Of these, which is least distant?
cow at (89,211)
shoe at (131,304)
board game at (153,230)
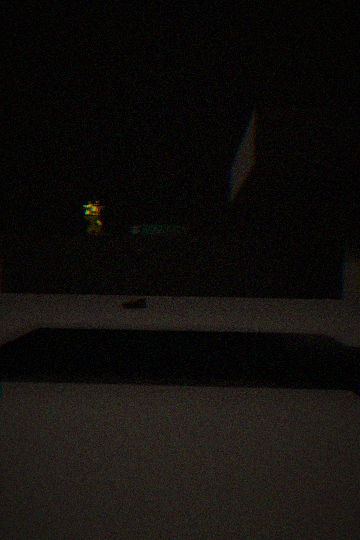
board game at (153,230)
